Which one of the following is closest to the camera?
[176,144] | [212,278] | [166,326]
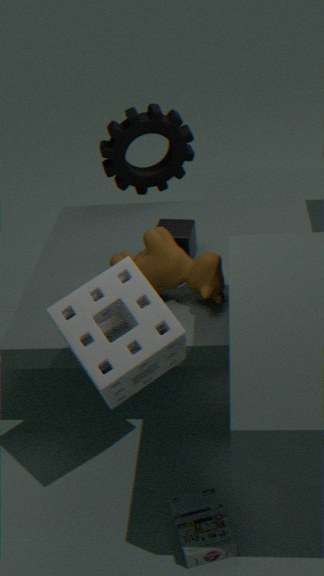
[166,326]
